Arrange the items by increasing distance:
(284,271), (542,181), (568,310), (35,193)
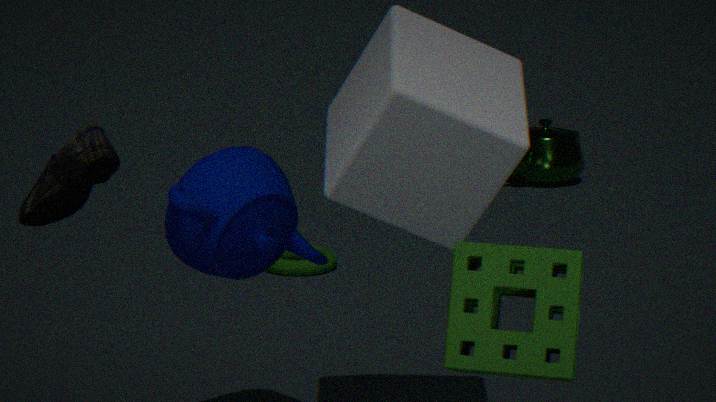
(568,310) → (35,193) → (284,271) → (542,181)
